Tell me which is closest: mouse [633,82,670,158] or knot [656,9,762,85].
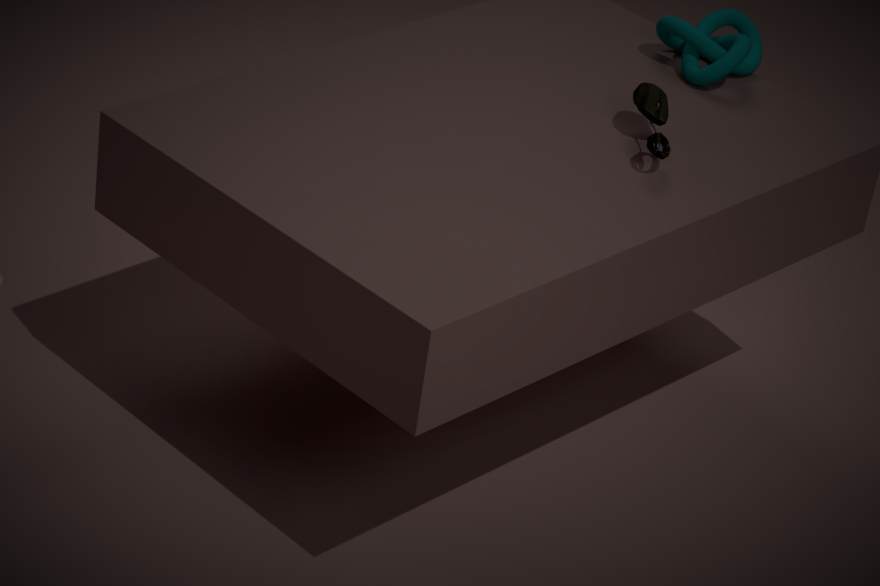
mouse [633,82,670,158]
